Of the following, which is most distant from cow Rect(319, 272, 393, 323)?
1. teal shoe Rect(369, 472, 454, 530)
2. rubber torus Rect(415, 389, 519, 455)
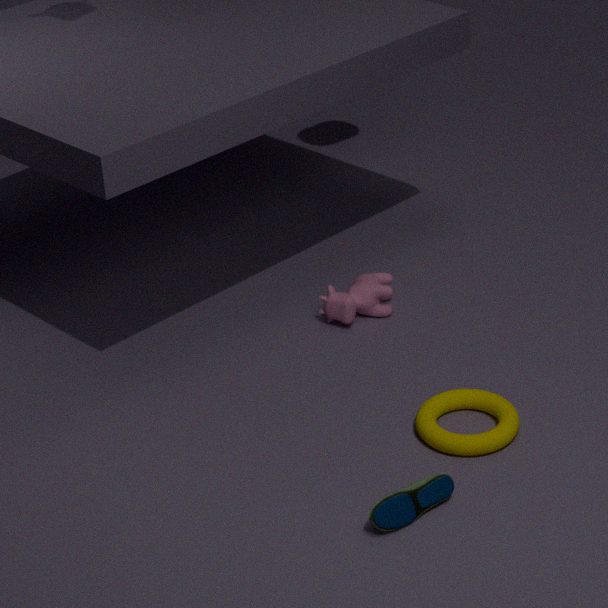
teal shoe Rect(369, 472, 454, 530)
